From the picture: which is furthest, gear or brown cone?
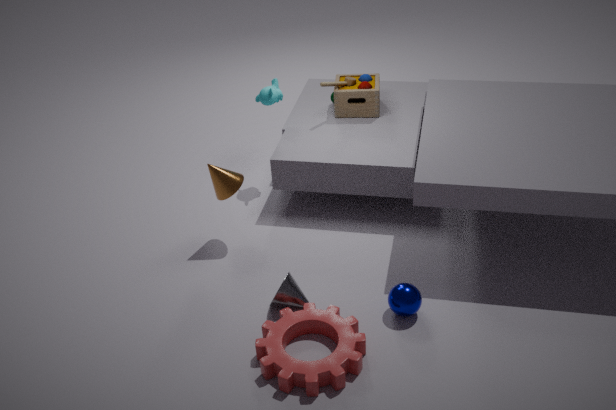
brown cone
